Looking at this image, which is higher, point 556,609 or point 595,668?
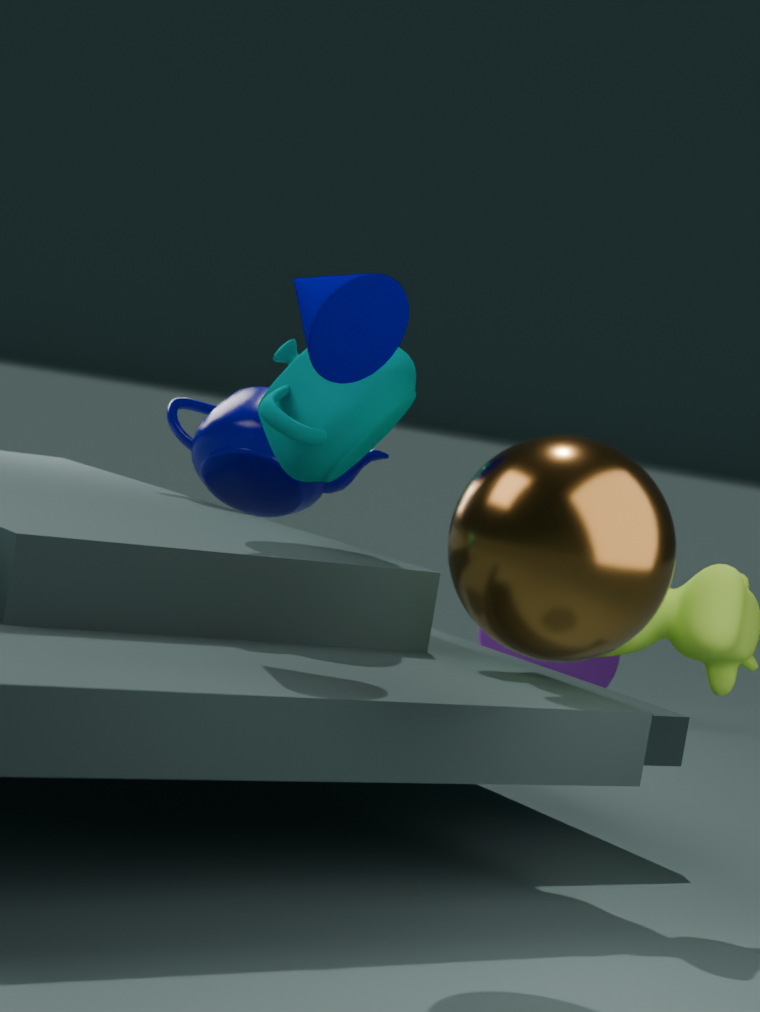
point 556,609
